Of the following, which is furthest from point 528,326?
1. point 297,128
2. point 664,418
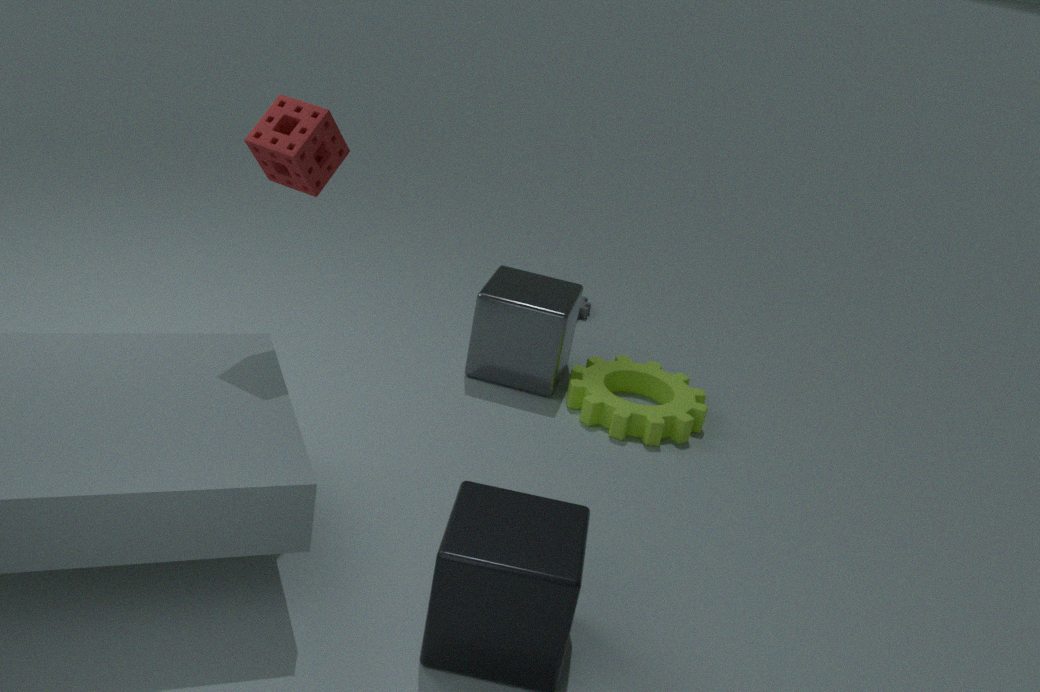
point 297,128
